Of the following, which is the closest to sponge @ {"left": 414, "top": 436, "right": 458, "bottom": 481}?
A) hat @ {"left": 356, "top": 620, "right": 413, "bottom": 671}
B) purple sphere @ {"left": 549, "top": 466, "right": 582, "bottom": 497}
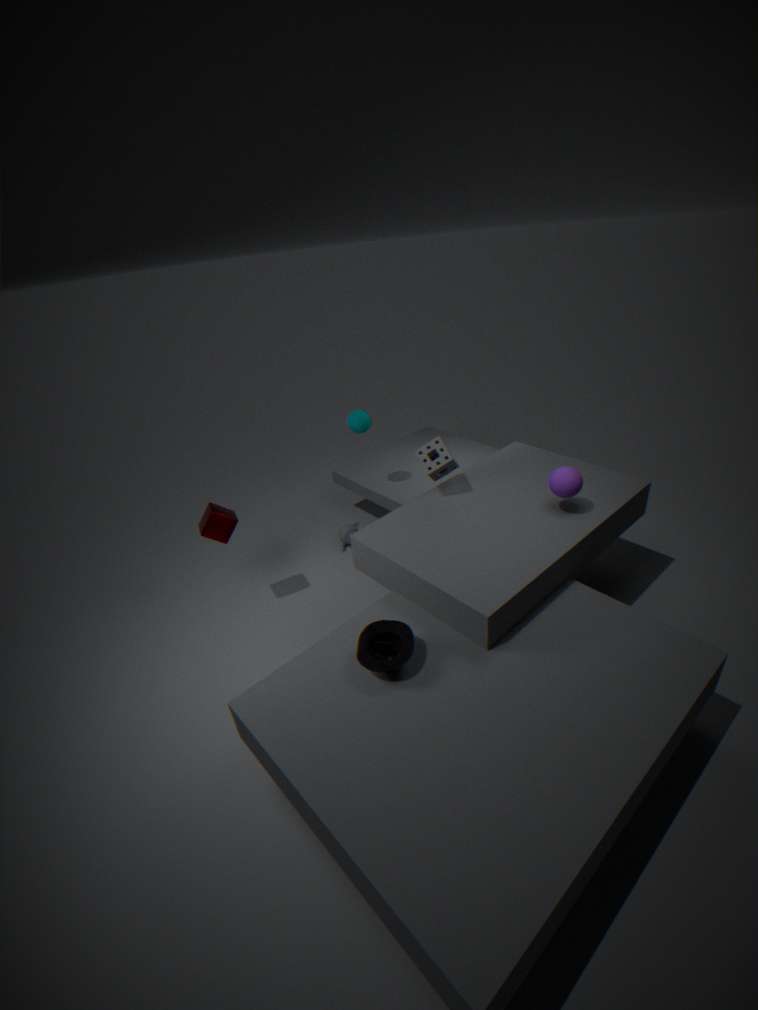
purple sphere @ {"left": 549, "top": 466, "right": 582, "bottom": 497}
